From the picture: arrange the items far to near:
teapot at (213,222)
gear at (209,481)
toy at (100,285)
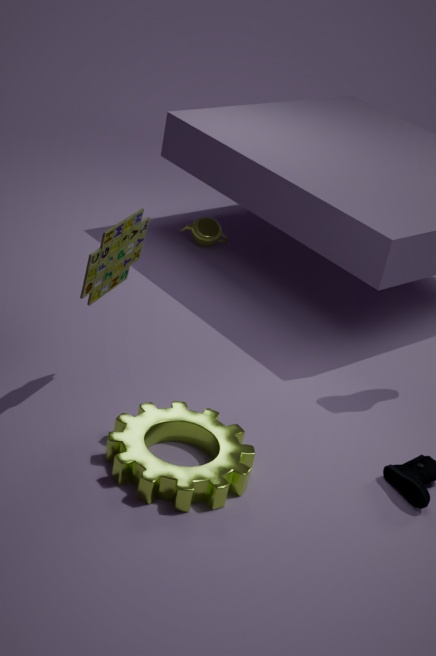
1. teapot at (213,222)
2. toy at (100,285)
3. gear at (209,481)
